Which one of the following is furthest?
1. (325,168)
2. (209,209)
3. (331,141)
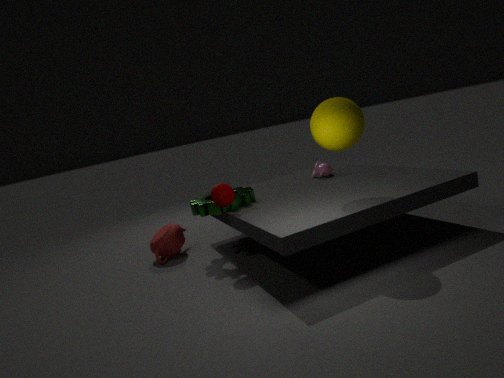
(325,168)
